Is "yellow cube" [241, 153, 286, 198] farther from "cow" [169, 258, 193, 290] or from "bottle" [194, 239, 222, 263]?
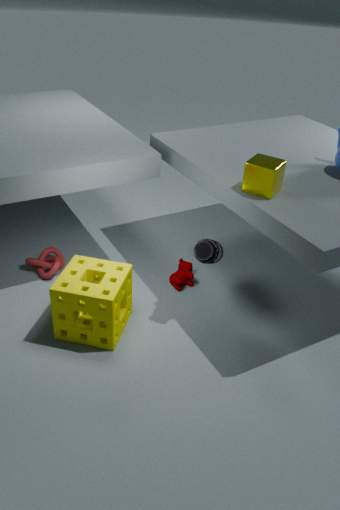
"cow" [169, 258, 193, 290]
